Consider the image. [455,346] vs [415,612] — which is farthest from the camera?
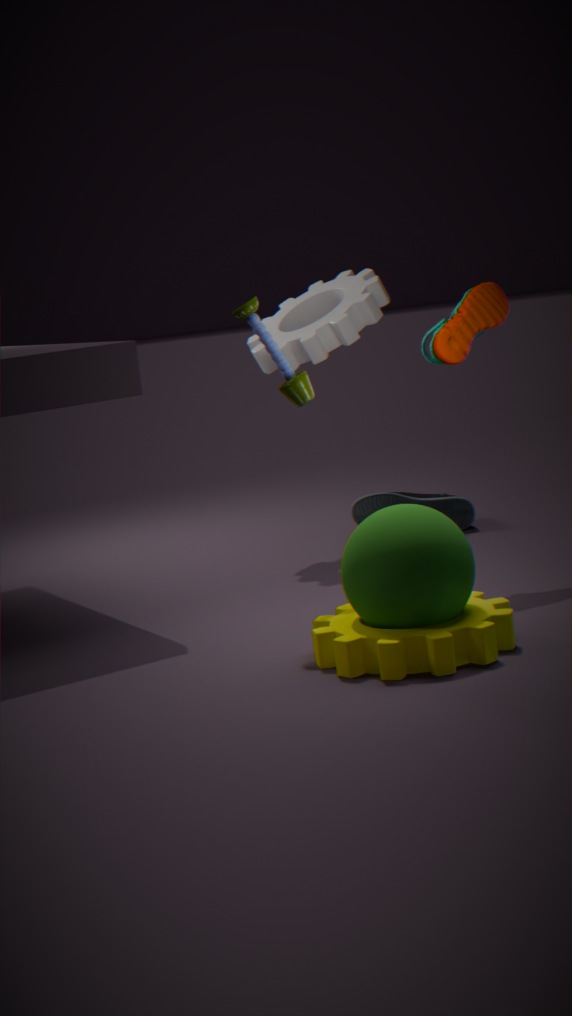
[455,346]
